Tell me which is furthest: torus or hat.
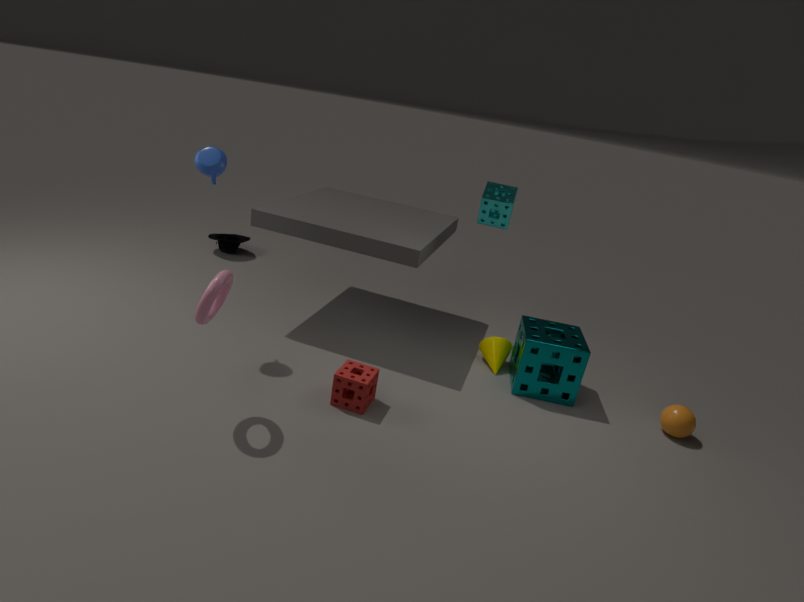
hat
